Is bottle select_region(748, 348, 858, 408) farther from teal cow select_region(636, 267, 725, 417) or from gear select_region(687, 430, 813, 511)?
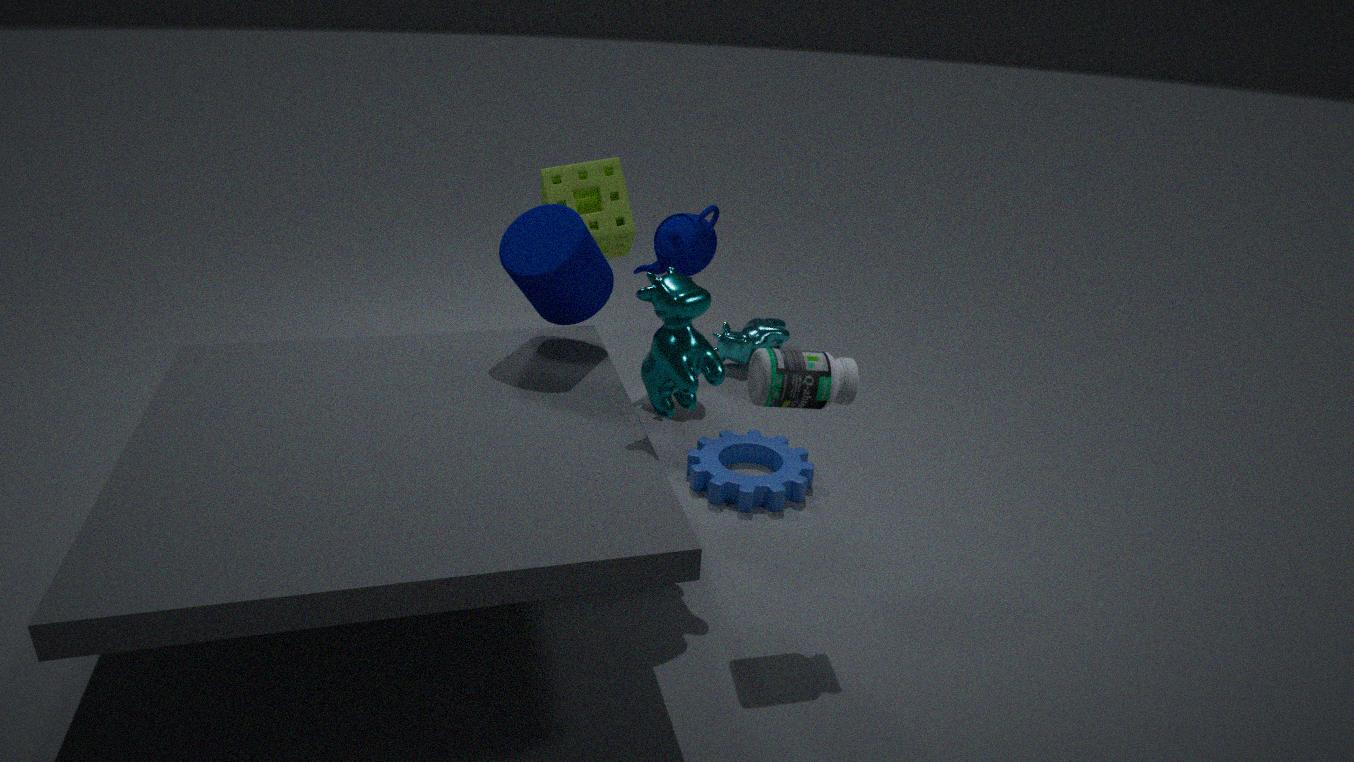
gear select_region(687, 430, 813, 511)
